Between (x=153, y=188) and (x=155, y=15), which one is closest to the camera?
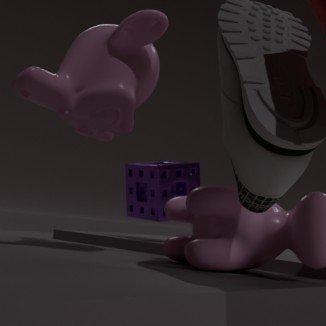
(x=155, y=15)
